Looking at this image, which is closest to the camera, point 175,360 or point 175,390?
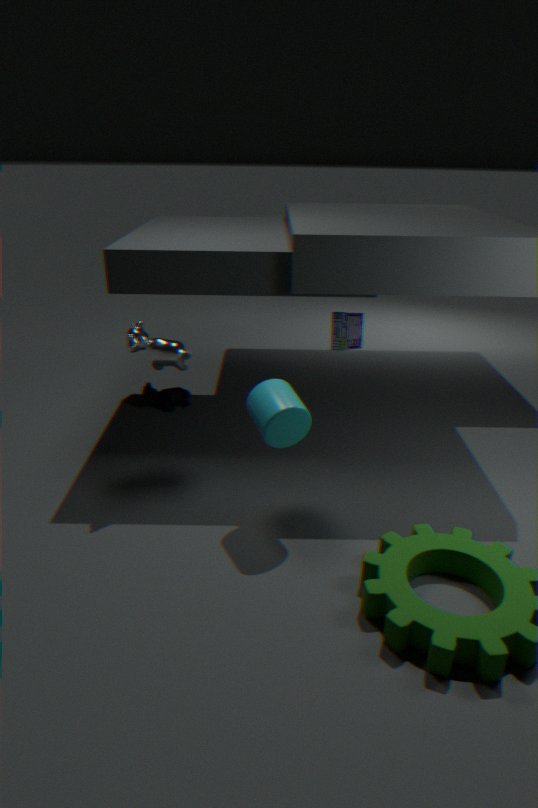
point 175,360
